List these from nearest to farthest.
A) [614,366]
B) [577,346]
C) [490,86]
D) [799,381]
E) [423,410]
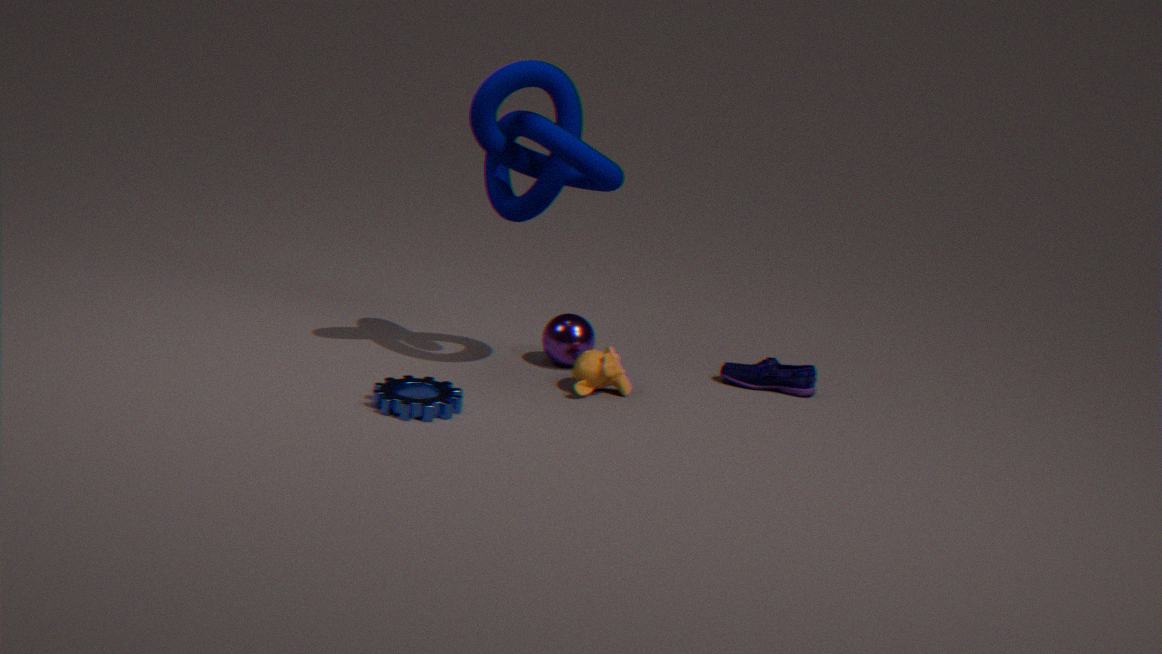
[423,410] < [490,86] < [614,366] < [577,346] < [799,381]
